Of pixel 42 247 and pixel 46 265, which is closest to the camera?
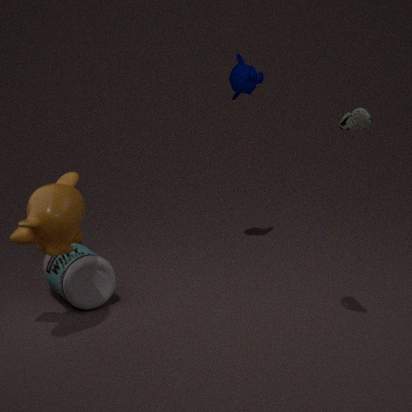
pixel 42 247
